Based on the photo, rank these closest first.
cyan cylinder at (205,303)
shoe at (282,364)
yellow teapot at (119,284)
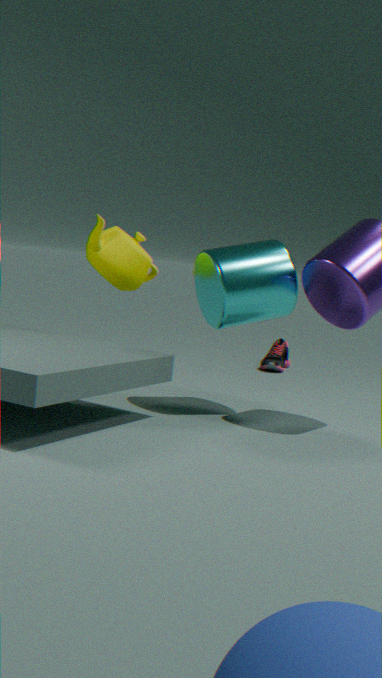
cyan cylinder at (205,303) → yellow teapot at (119,284) → shoe at (282,364)
